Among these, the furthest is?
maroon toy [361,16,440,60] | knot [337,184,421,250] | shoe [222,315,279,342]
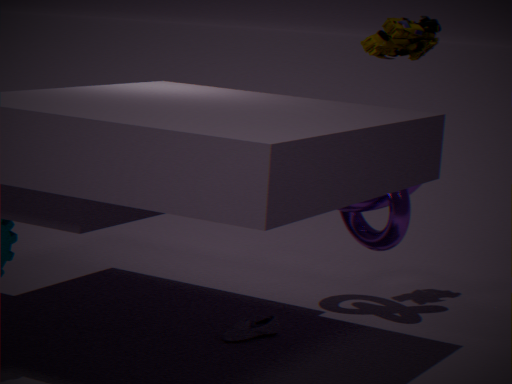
knot [337,184,421,250]
